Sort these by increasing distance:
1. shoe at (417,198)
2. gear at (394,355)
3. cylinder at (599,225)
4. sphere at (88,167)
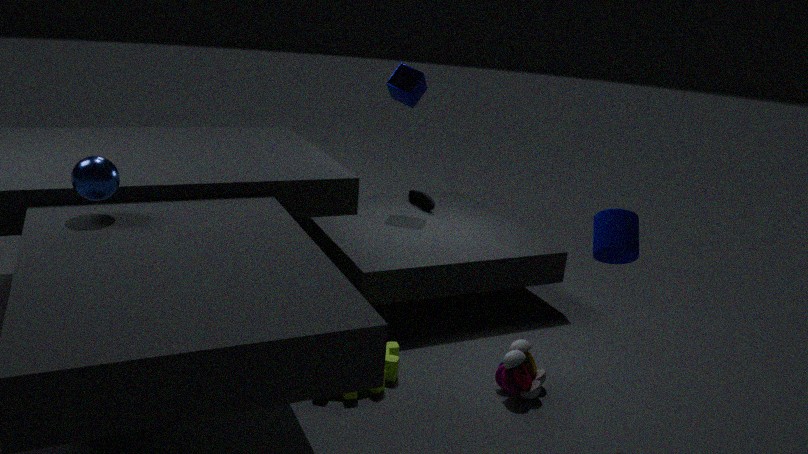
sphere at (88,167), cylinder at (599,225), gear at (394,355), shoe at (417,198)
